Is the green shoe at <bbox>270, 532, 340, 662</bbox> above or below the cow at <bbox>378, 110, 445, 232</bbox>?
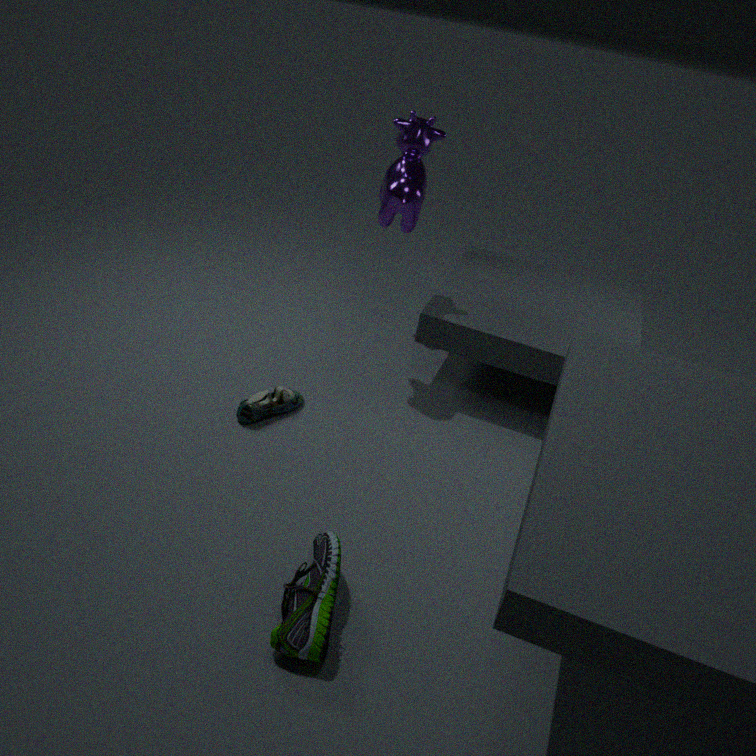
below
